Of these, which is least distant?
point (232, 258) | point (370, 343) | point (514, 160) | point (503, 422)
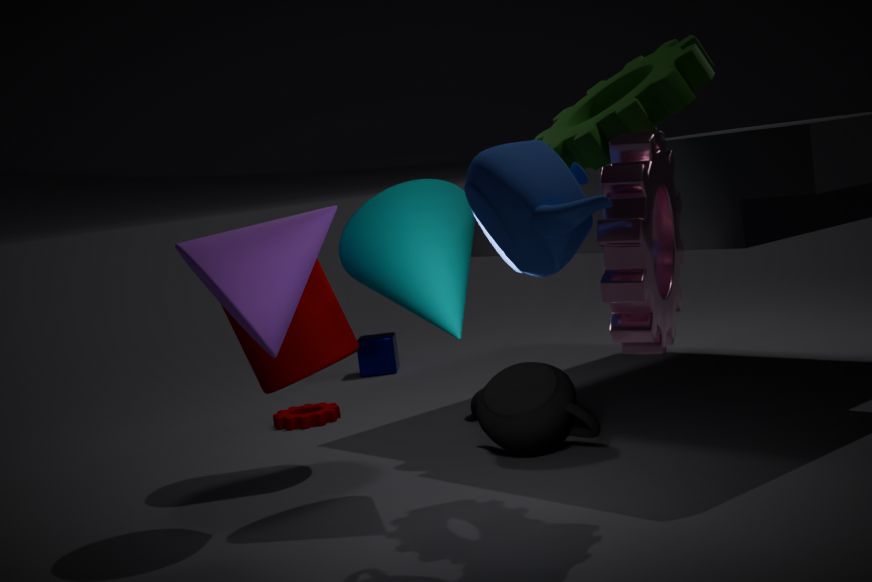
point (514, 160)
